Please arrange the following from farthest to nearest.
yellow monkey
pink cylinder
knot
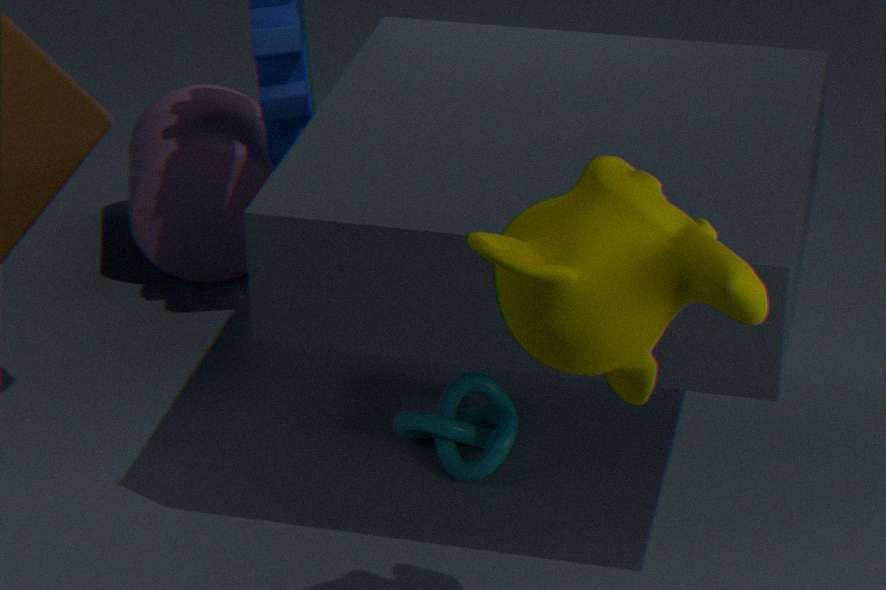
A: 1. pink cylinder
2. knot
3. yellow monkey
